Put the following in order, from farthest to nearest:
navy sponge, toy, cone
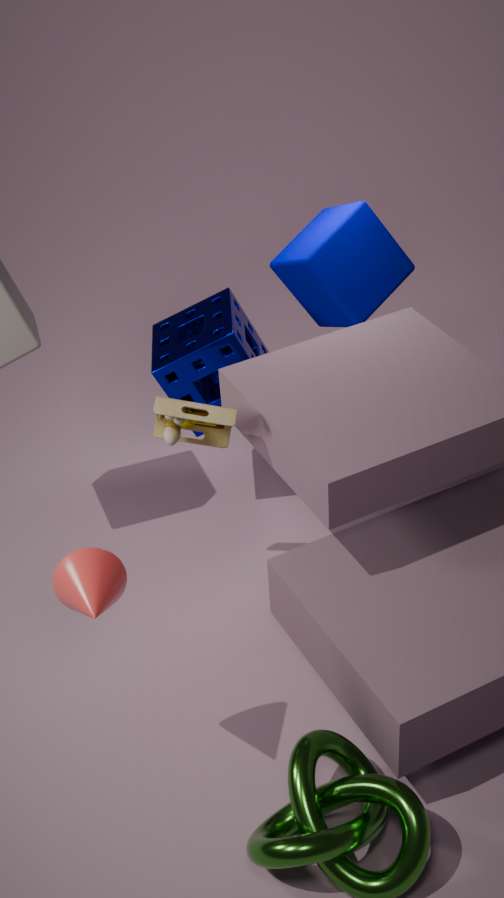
navy sponge < toy < cone
